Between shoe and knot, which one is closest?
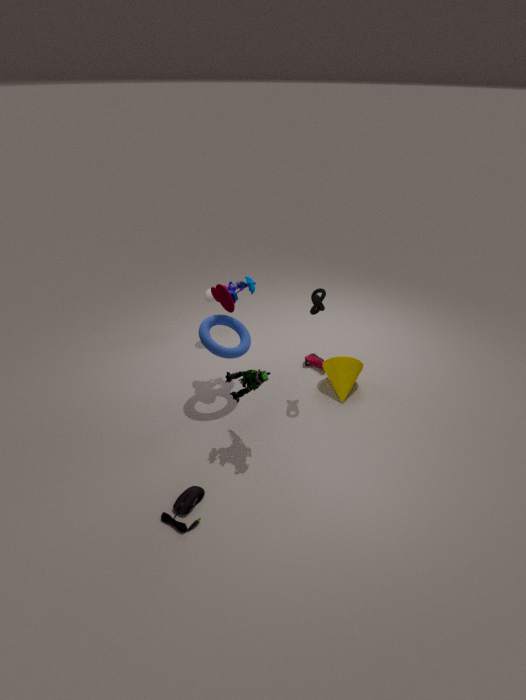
knot
